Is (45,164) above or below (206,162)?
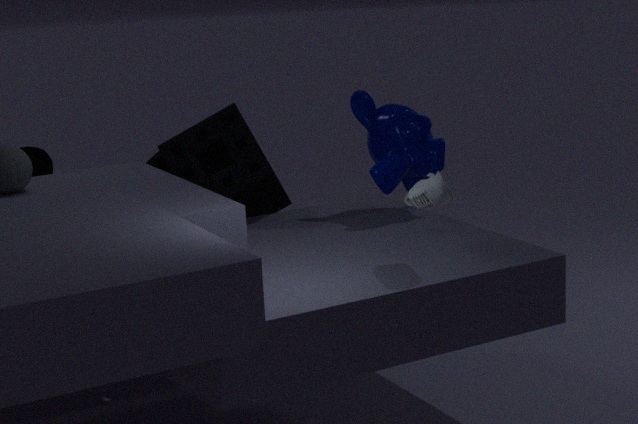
above
